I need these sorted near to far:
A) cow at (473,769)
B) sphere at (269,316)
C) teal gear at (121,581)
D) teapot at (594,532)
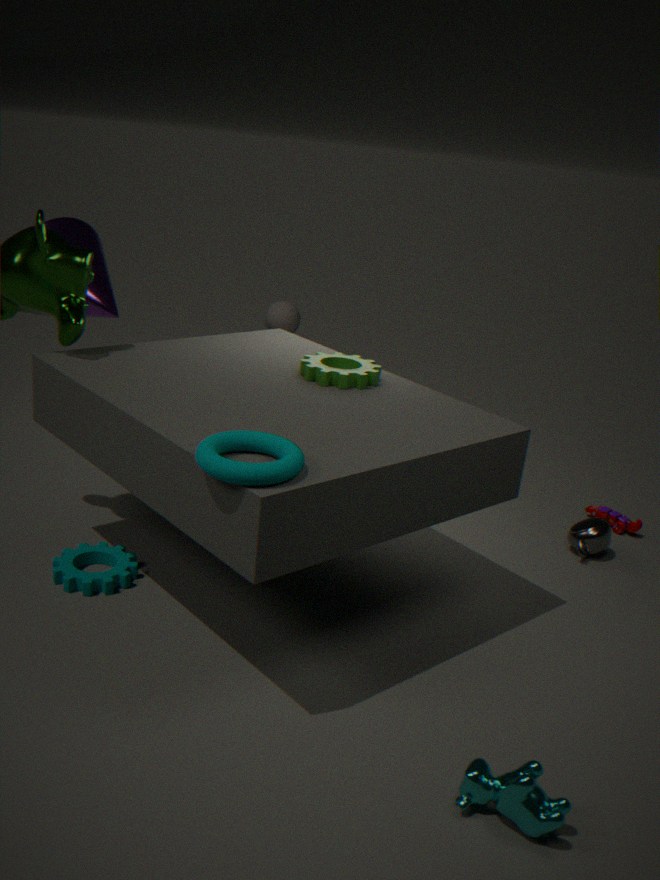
cow at (473,769) < teal gear at (121,581) < teapot at (594,532) < sphere at (269,316)
